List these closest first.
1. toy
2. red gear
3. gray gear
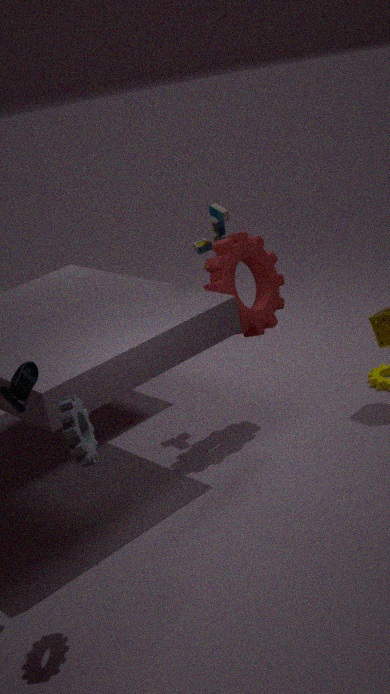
gray gear, red gear, toy
